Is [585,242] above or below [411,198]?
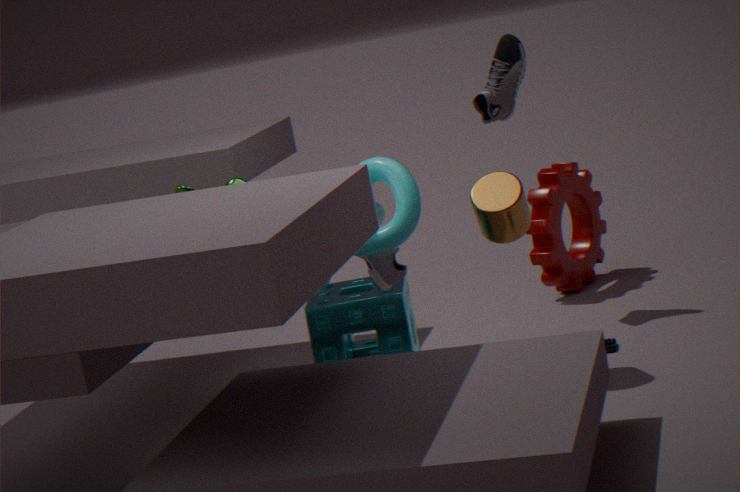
below
